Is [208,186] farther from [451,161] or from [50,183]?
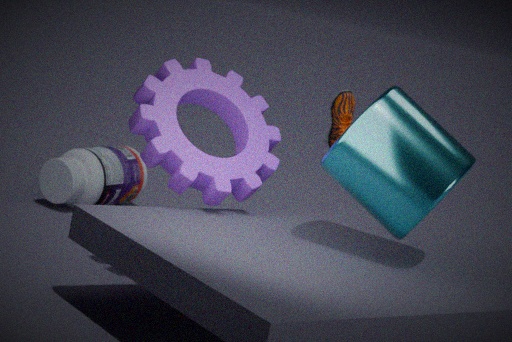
[50,183]
